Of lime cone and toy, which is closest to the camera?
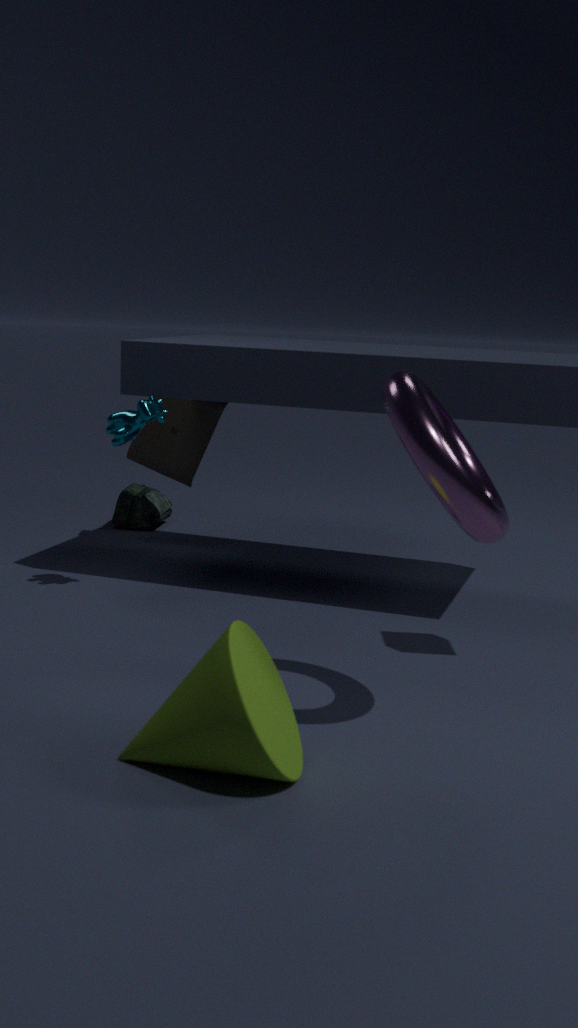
lime cone
